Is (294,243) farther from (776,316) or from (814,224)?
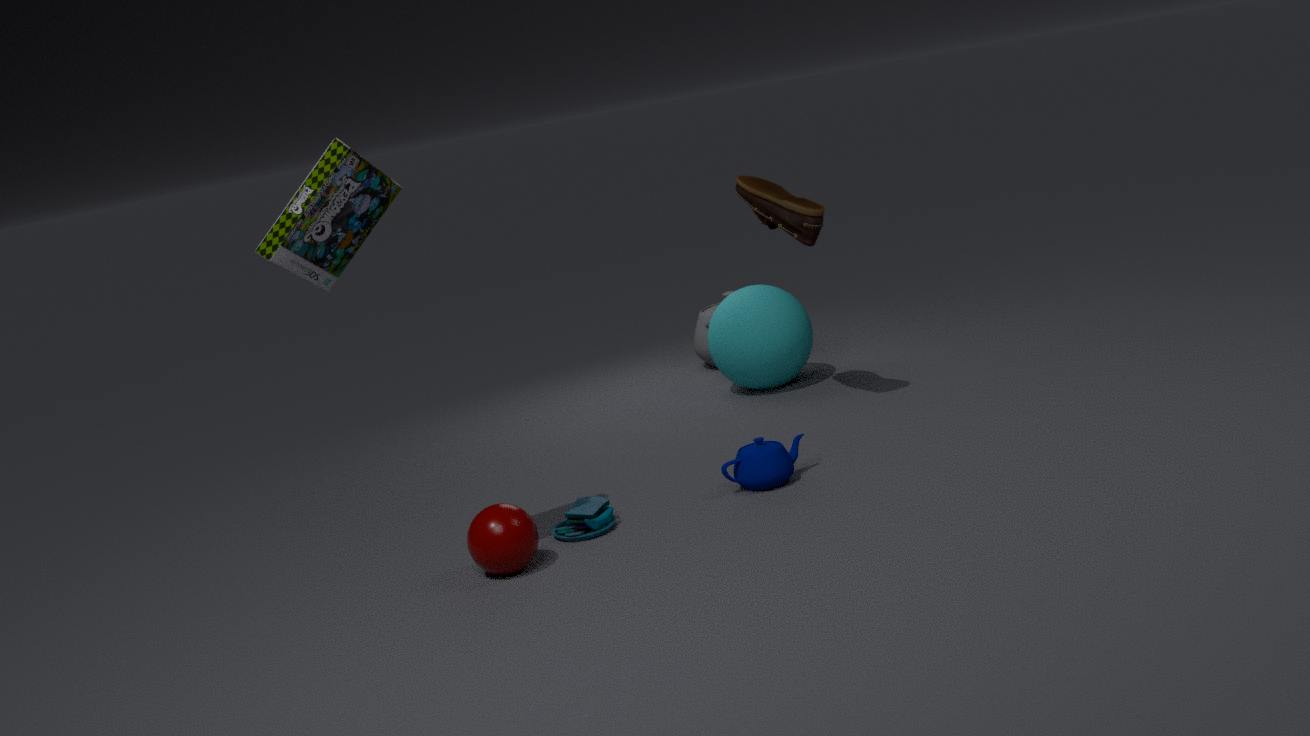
(776,316)
